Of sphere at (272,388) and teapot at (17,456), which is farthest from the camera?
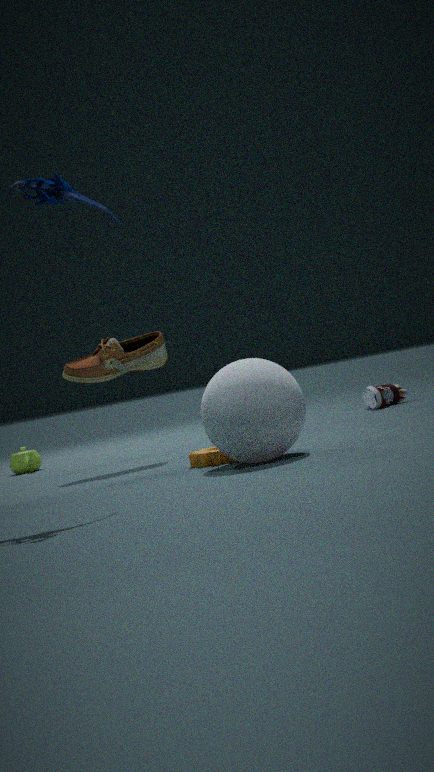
teapot at (17,456)
